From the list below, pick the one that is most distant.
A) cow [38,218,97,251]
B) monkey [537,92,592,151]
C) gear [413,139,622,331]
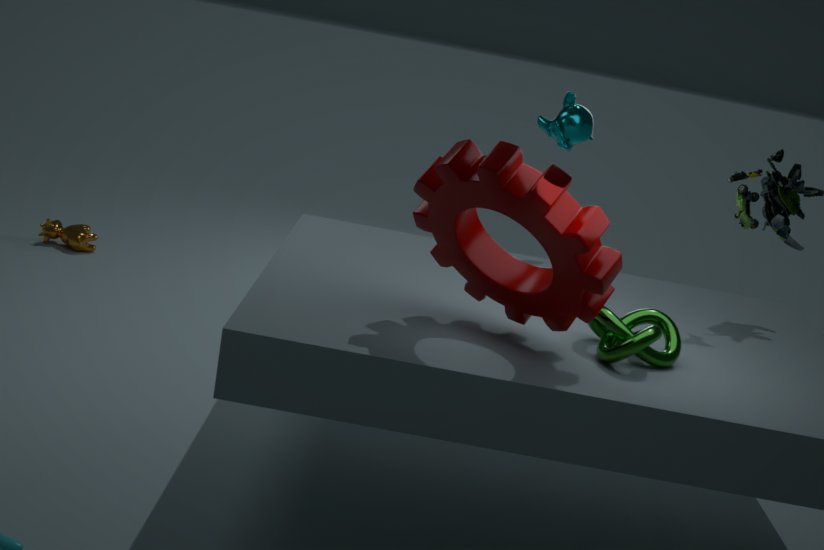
cow [38,218,97,251]
